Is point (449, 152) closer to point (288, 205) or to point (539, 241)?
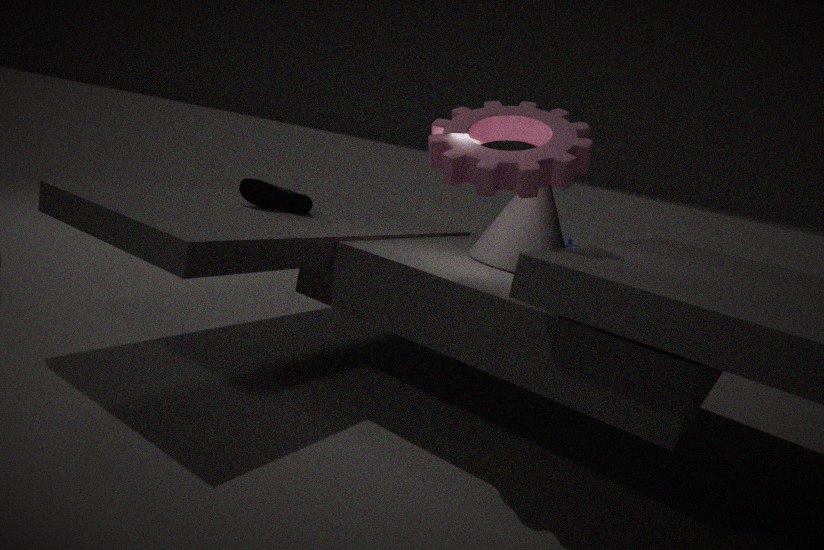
point (539, 241)
